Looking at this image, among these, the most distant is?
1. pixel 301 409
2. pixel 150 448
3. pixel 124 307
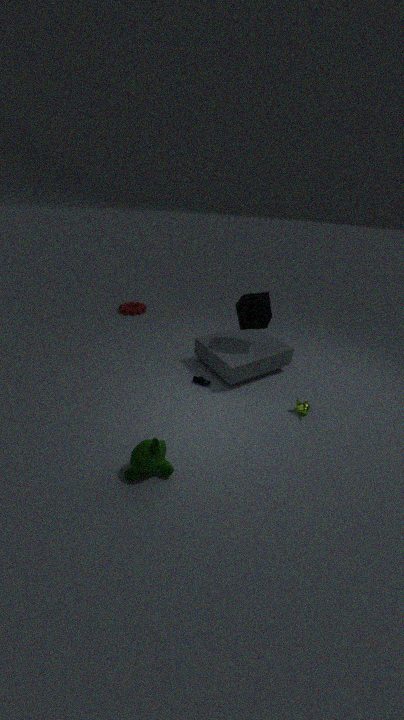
pixel 124 307
